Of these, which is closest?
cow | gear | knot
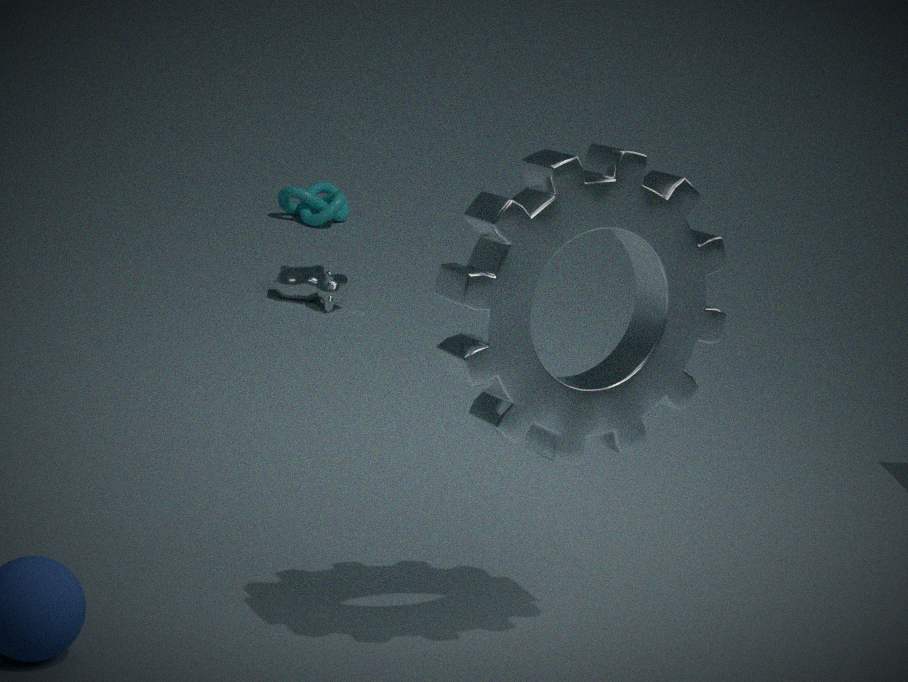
gear
